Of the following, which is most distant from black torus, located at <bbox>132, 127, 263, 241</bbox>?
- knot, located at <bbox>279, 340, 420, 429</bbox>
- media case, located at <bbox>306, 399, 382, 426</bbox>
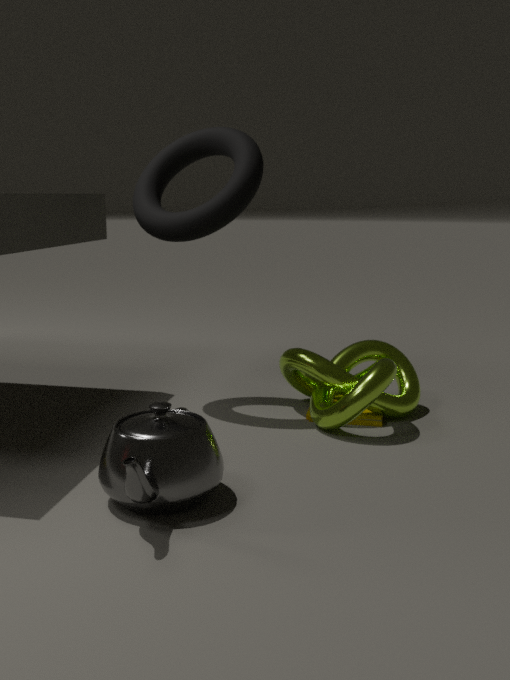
media case, located at <bbox>306, 399, 382, 426</bbox>
